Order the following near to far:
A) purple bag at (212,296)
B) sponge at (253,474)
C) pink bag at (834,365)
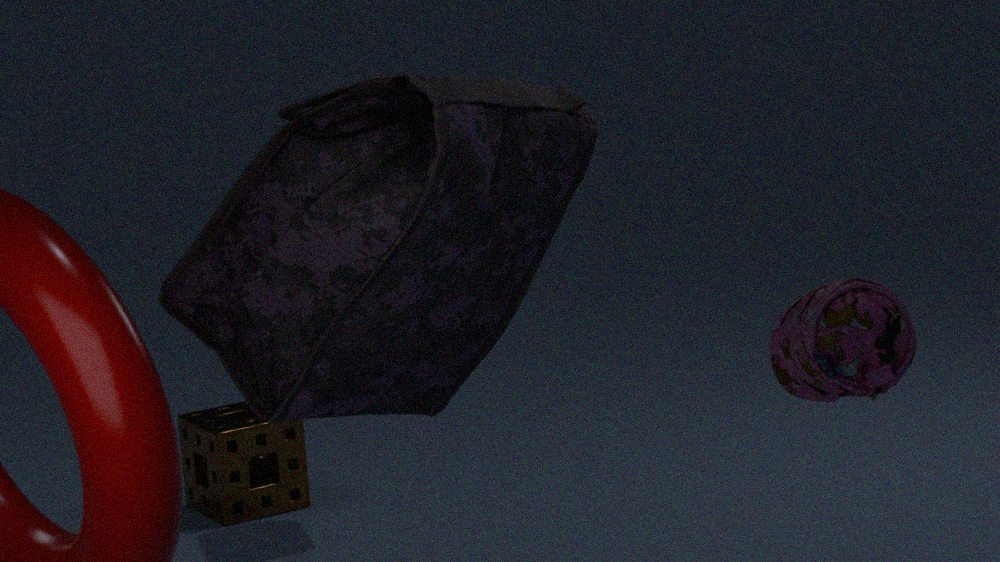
pink bag at (834,365), purple bag at (212,296), sponge at (253,474)
